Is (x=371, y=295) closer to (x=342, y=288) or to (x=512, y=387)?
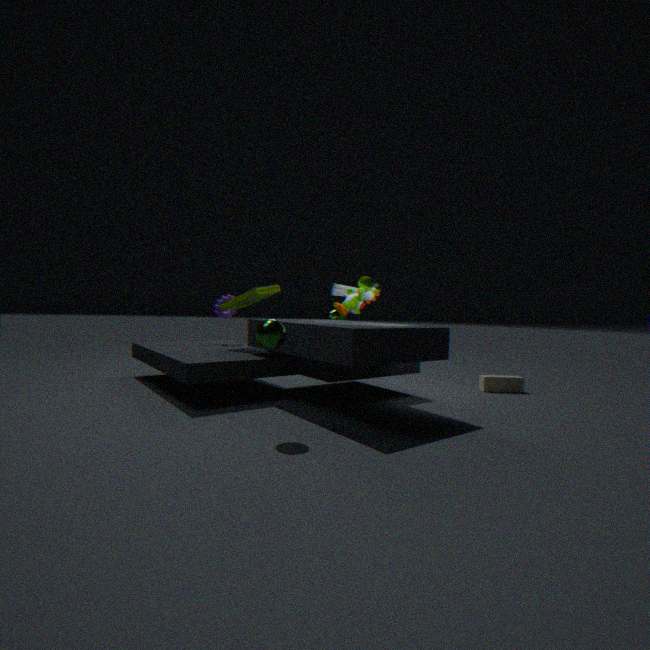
(x=342, y=288)
